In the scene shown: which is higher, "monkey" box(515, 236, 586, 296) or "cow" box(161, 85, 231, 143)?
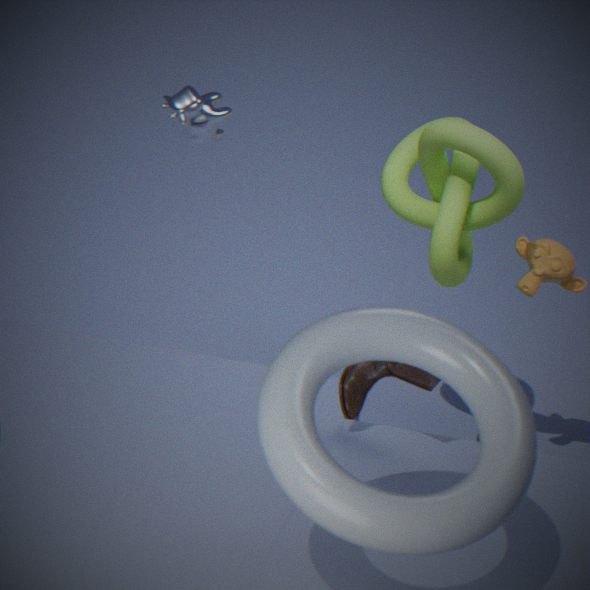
"cow" box(161, 85, 231, 143)
